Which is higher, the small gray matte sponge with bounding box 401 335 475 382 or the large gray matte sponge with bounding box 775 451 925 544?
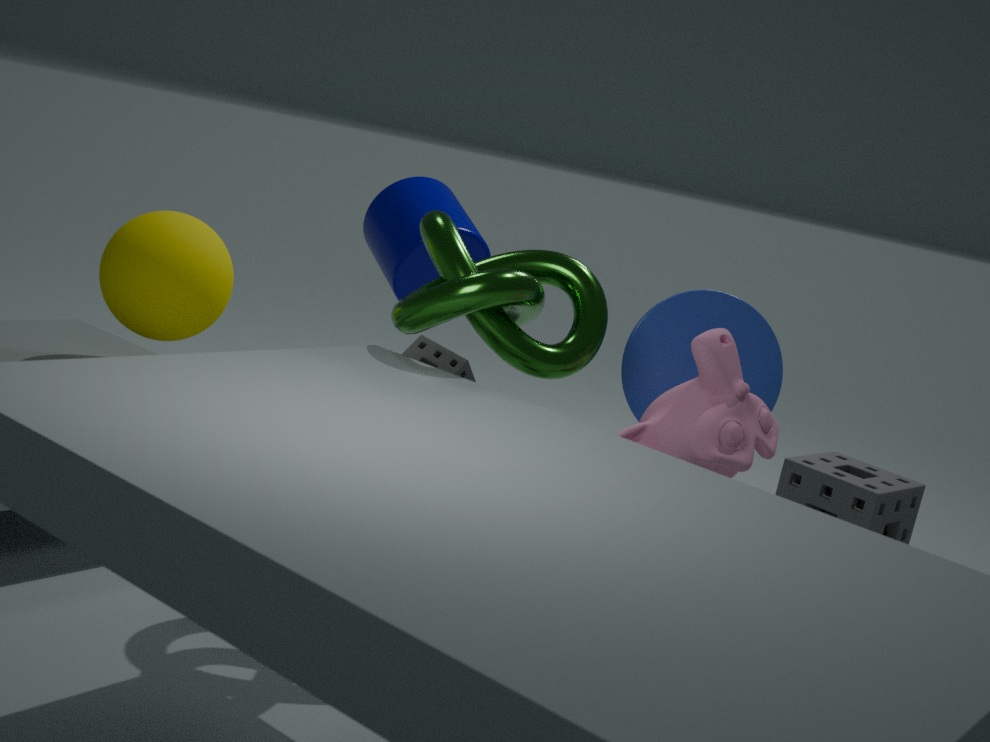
the small gray matte sponge with bounding box 401 335 475 382
